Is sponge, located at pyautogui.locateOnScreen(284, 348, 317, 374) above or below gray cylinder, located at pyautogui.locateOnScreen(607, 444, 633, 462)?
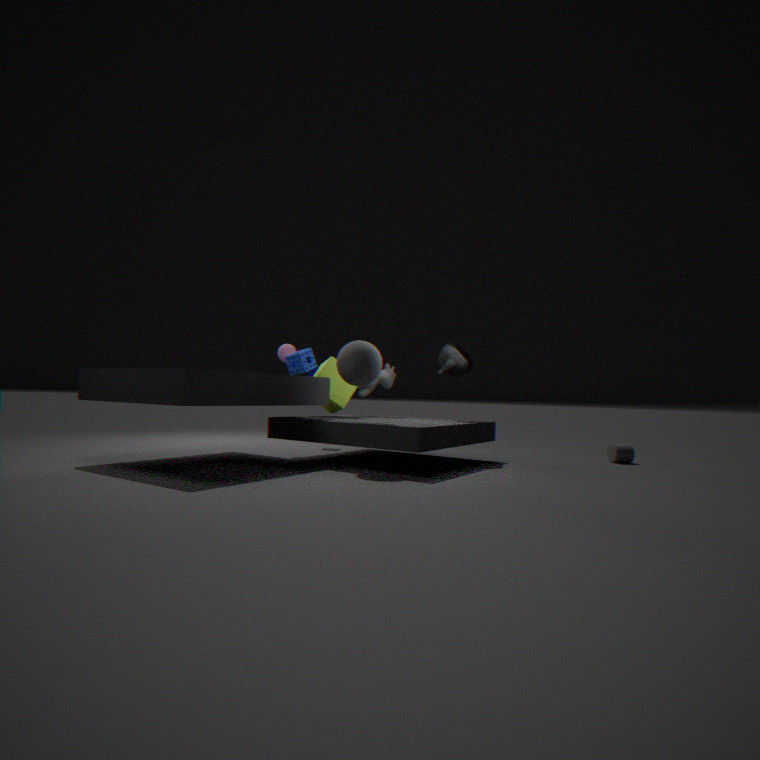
above
